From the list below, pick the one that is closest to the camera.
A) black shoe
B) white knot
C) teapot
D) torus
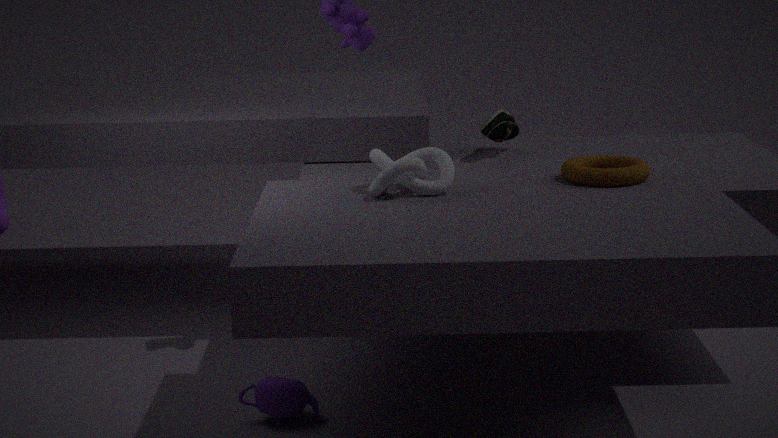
white knot
